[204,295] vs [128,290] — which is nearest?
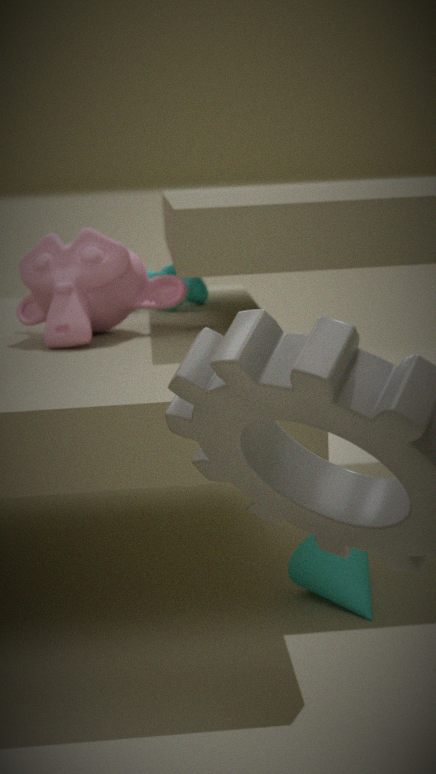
[128,290]
